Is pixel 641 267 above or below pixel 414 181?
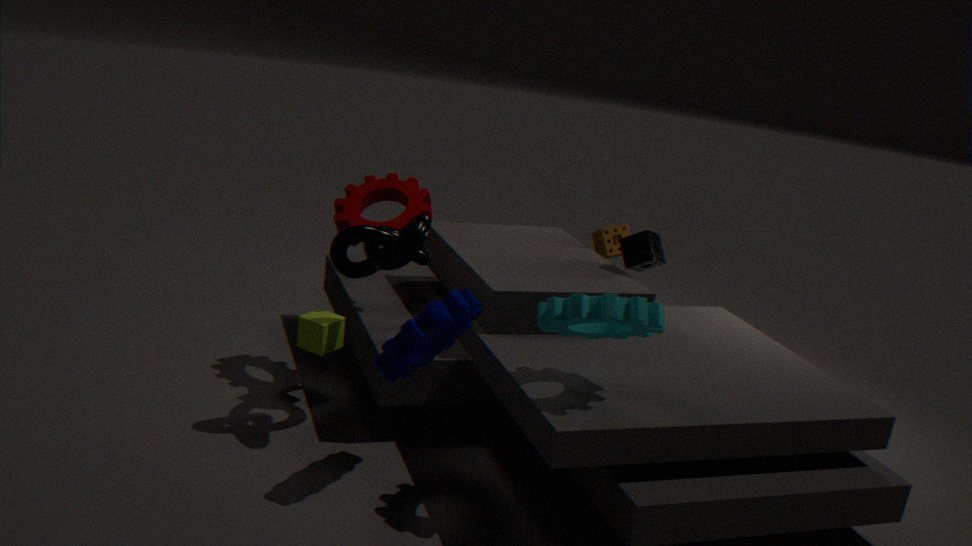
below
